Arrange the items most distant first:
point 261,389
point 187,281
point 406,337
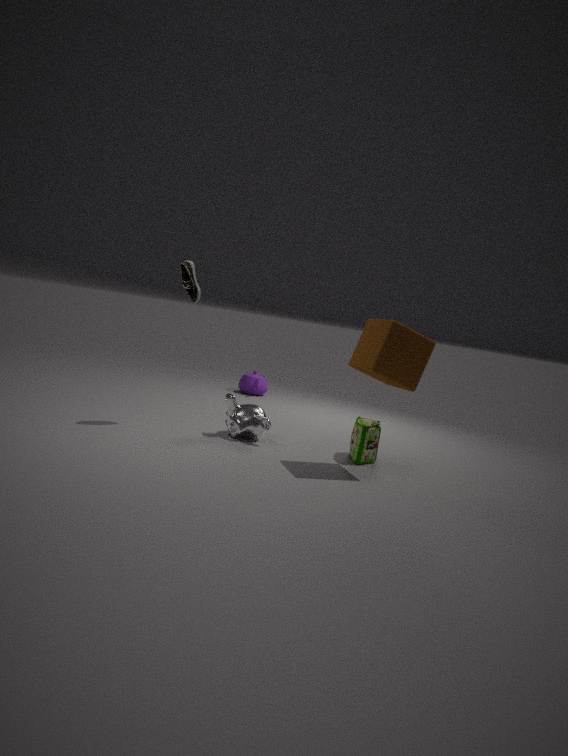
point 261,389 < point 187,281 < point 406,337
